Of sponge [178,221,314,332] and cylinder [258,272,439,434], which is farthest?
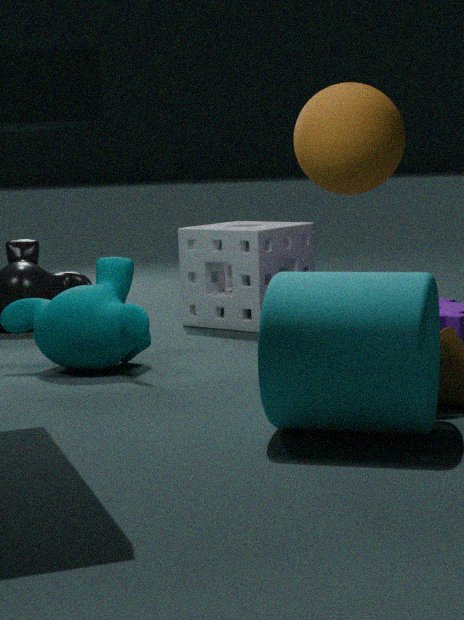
sponge [178,221,314,332]
